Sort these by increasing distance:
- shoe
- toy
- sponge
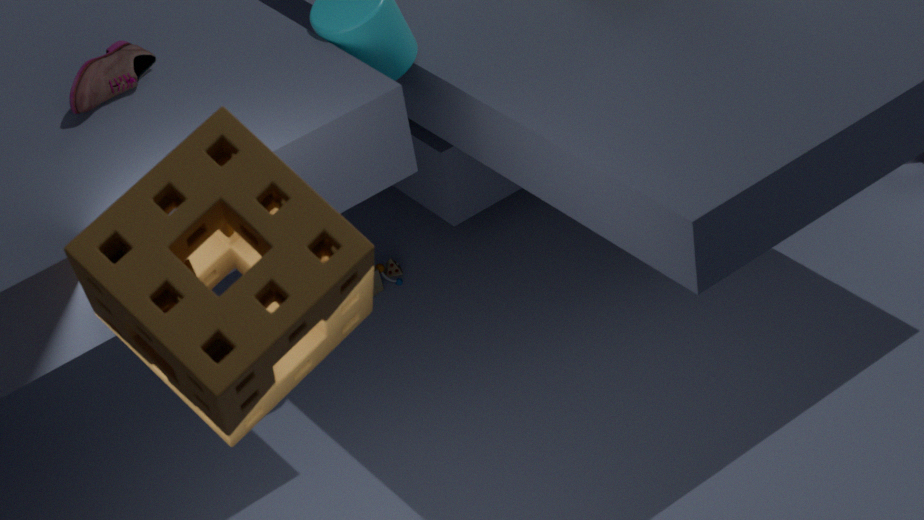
1. sponge
2. shoe
3. toy
